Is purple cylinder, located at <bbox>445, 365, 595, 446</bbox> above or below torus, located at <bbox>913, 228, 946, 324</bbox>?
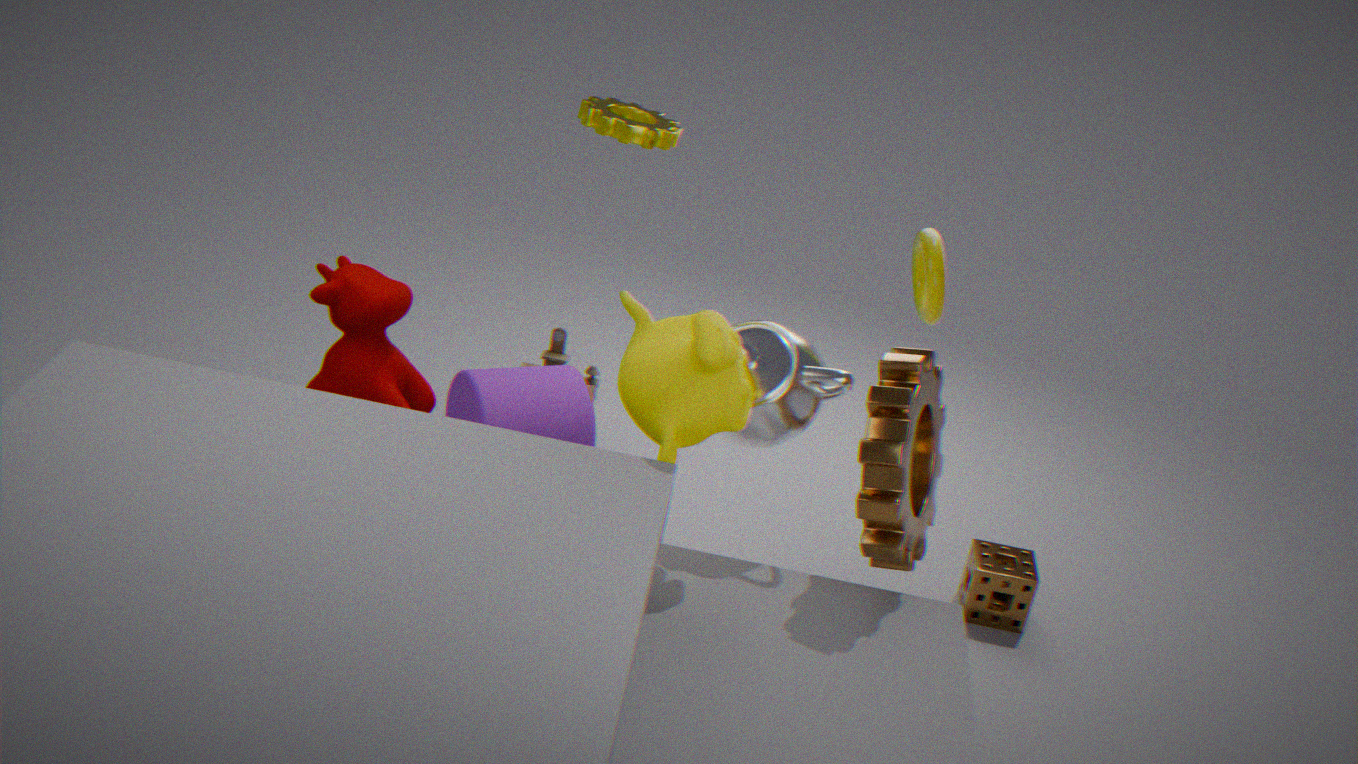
below
